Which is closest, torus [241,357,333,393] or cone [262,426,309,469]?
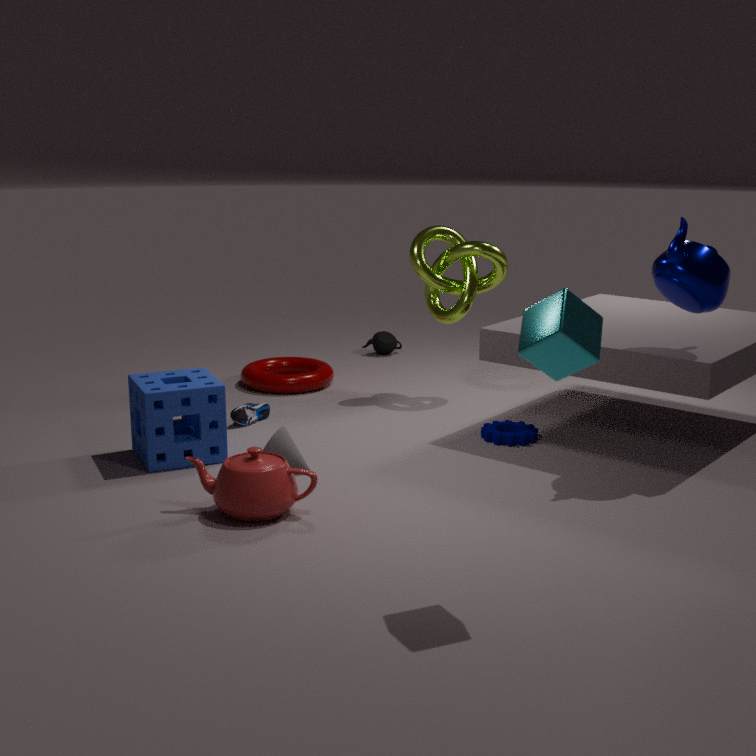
cone [262,426,309,469]
